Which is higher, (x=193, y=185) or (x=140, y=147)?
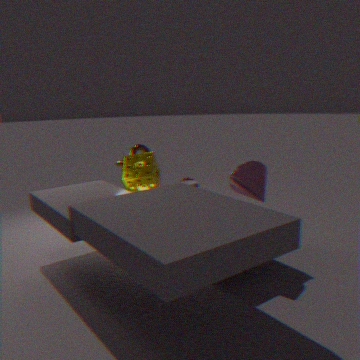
(x=140, y=147)
